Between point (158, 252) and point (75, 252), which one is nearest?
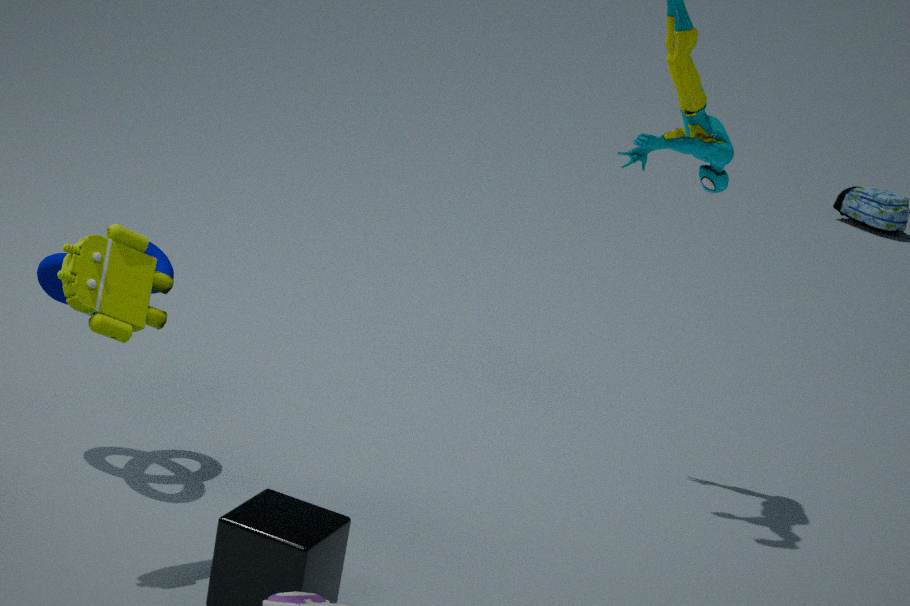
point (75, 252)
